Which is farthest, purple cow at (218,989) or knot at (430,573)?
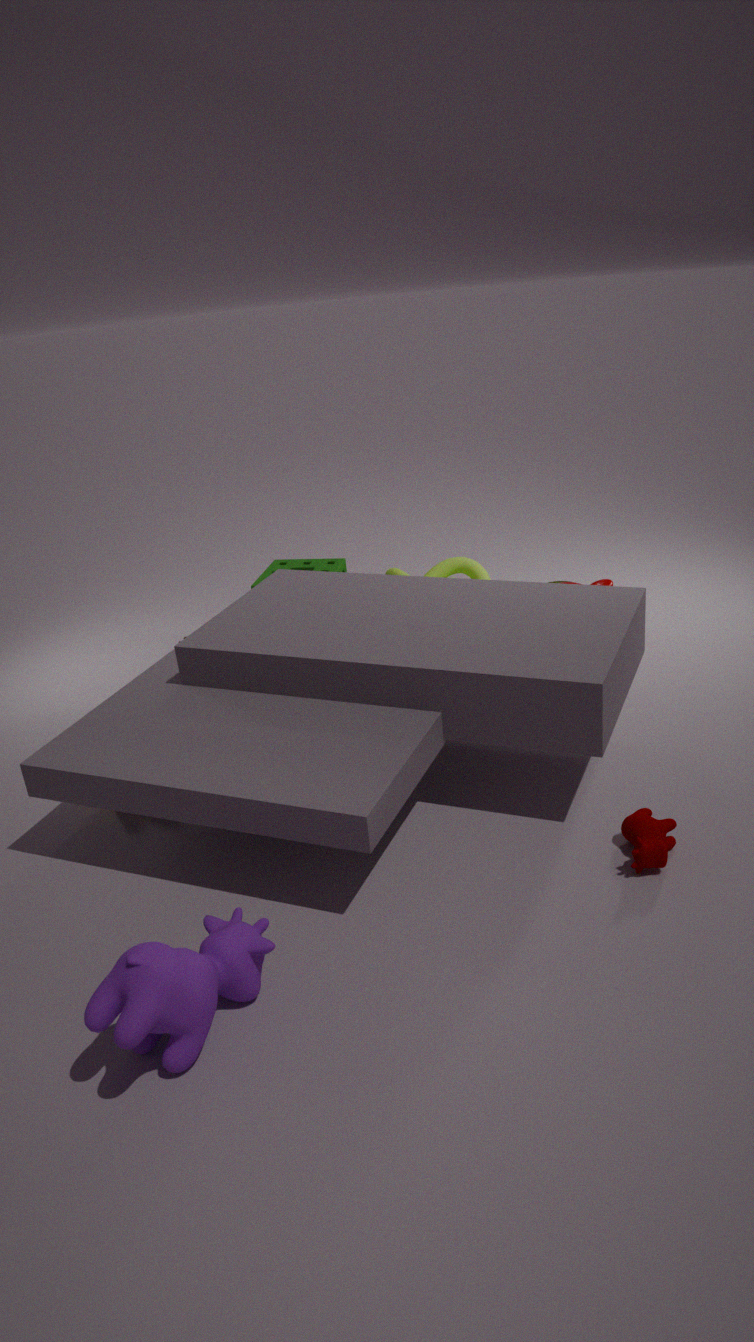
knot at (430,573)
